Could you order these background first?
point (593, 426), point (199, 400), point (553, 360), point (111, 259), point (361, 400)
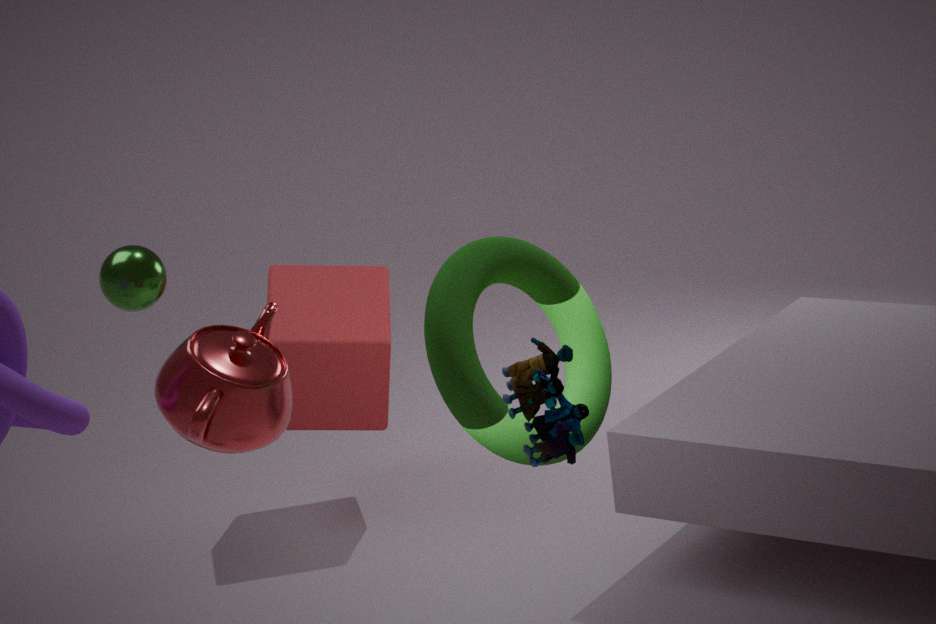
point (361, 400) < point (111, 259) < point (199, 400) < point (593, 426) < point (553, 360)
